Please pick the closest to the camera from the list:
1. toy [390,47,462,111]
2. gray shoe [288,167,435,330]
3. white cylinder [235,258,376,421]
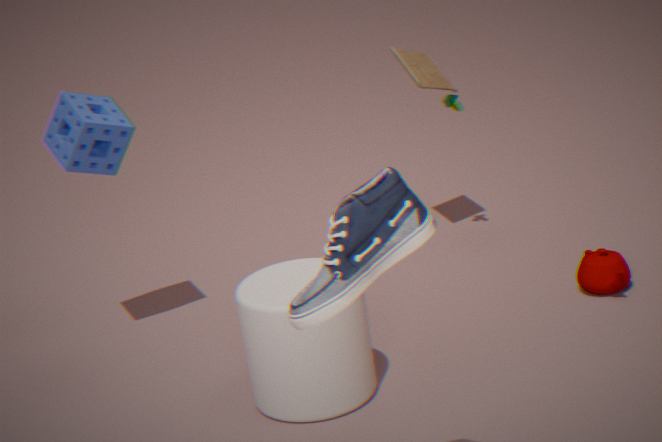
gray shoe [288,167,435,330]
